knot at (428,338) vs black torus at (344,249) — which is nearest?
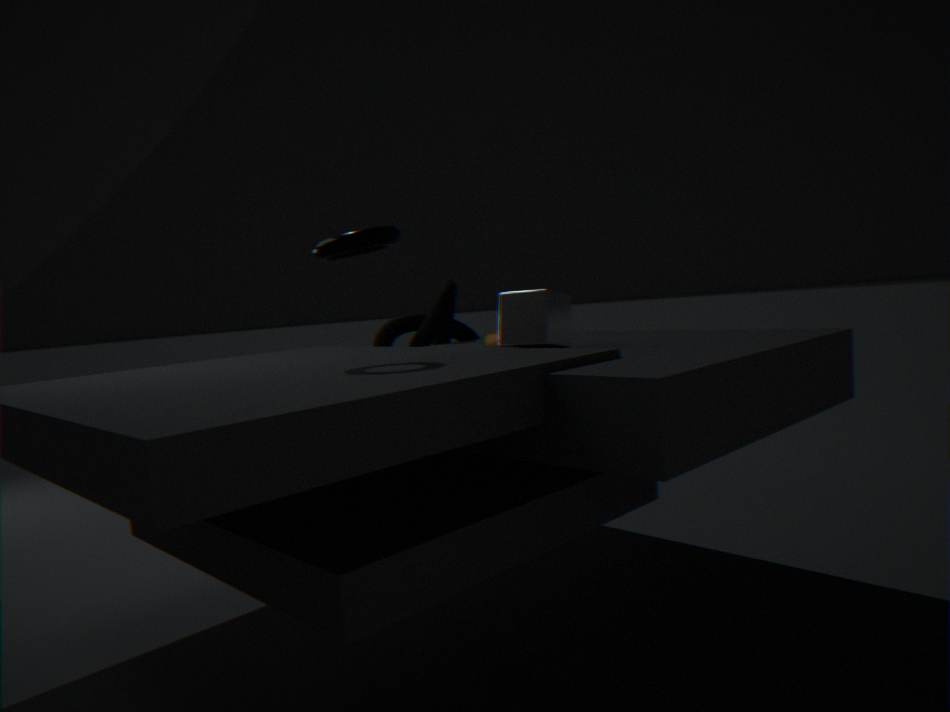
black torus at (344,249)
